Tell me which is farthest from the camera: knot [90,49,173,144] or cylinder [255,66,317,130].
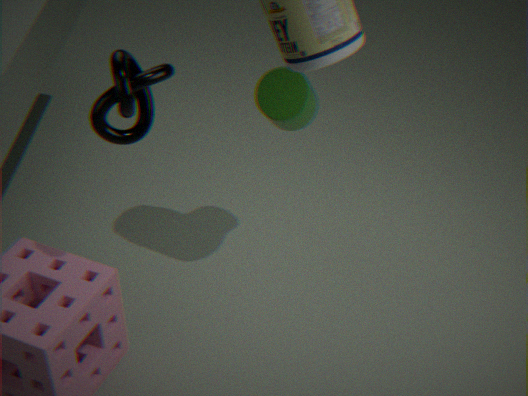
cylinder [255,66,317,130]
